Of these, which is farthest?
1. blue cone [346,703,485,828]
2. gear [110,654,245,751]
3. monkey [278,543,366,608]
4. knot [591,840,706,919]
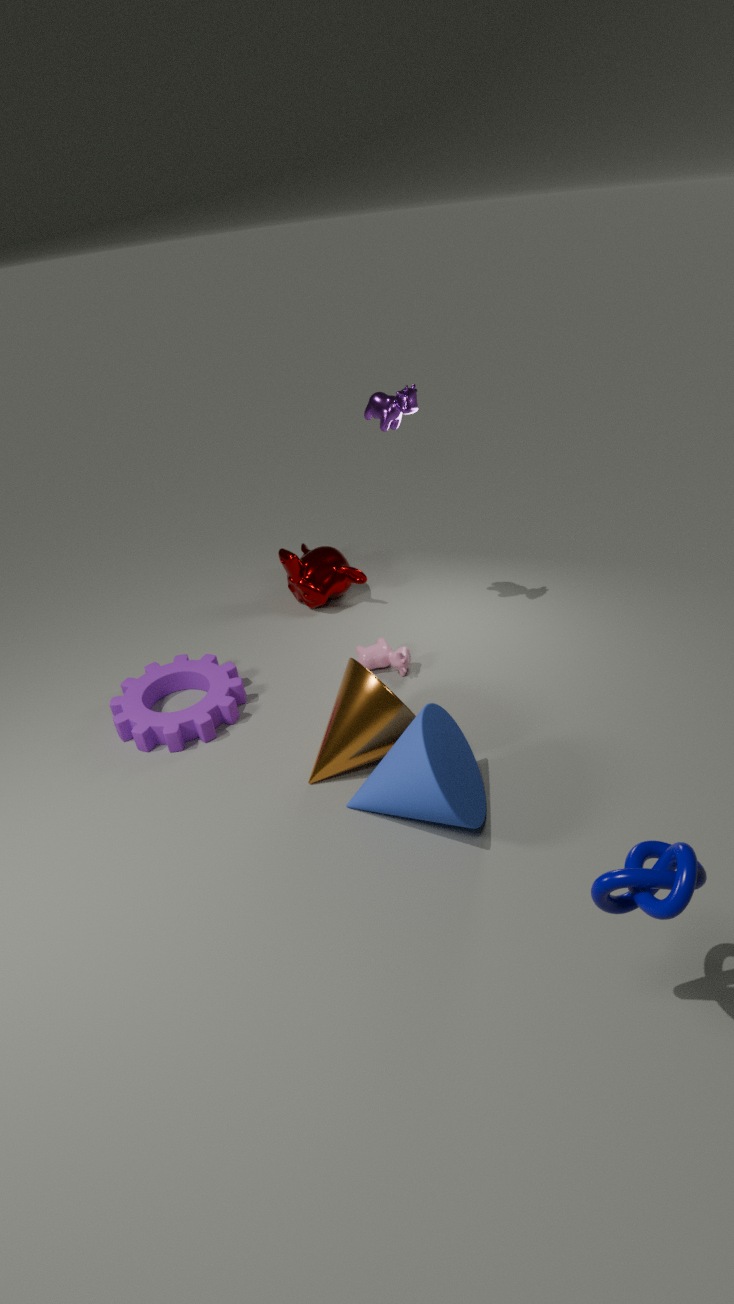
monkey [278,543,366,608]
